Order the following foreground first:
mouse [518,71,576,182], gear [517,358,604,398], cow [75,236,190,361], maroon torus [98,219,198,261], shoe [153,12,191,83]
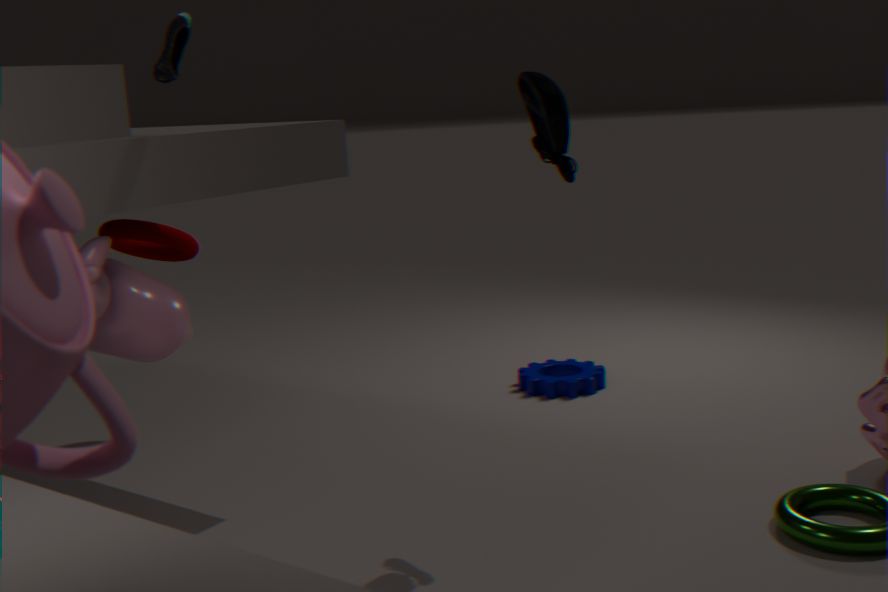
shoe [153,12,191,83] → mouse [518,71,576,182] → cow [75,236,190,361] → maroon torus [98,219,198,261] → gear [517,358,604,398]
